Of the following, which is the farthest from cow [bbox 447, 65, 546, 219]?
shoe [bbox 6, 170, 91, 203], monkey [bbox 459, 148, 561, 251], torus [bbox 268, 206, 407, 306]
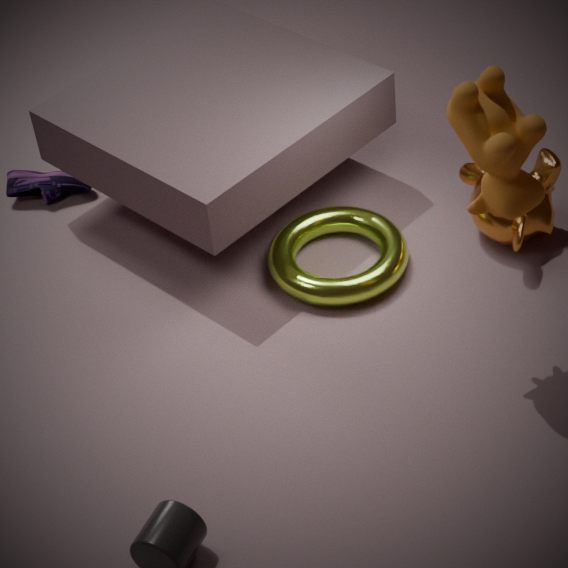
shoe [bbox 6, 170, 91, 203]
